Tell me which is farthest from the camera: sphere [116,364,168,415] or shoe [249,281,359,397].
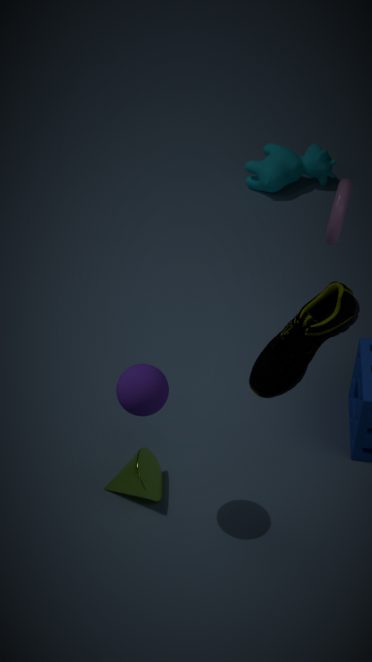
sphere [116,364,168,415]
